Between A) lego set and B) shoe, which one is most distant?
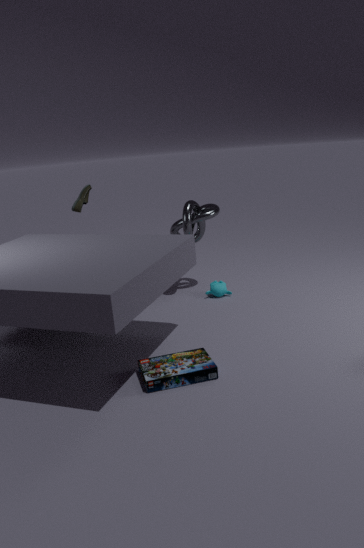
B. shoe
